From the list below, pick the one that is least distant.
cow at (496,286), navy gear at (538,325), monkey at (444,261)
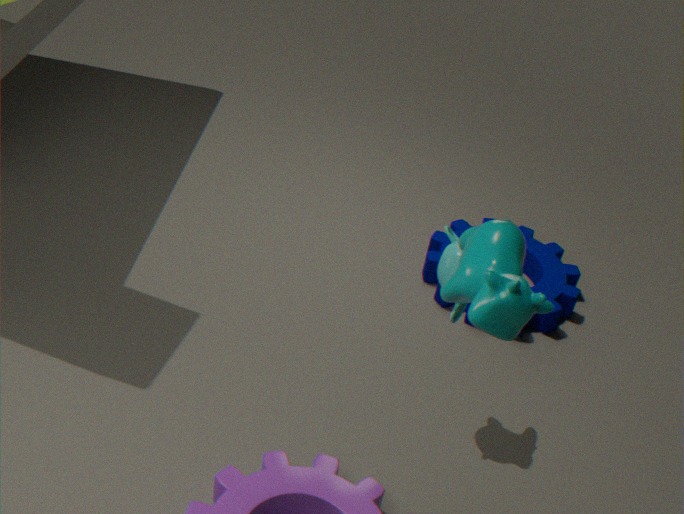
cow at (496,286)
